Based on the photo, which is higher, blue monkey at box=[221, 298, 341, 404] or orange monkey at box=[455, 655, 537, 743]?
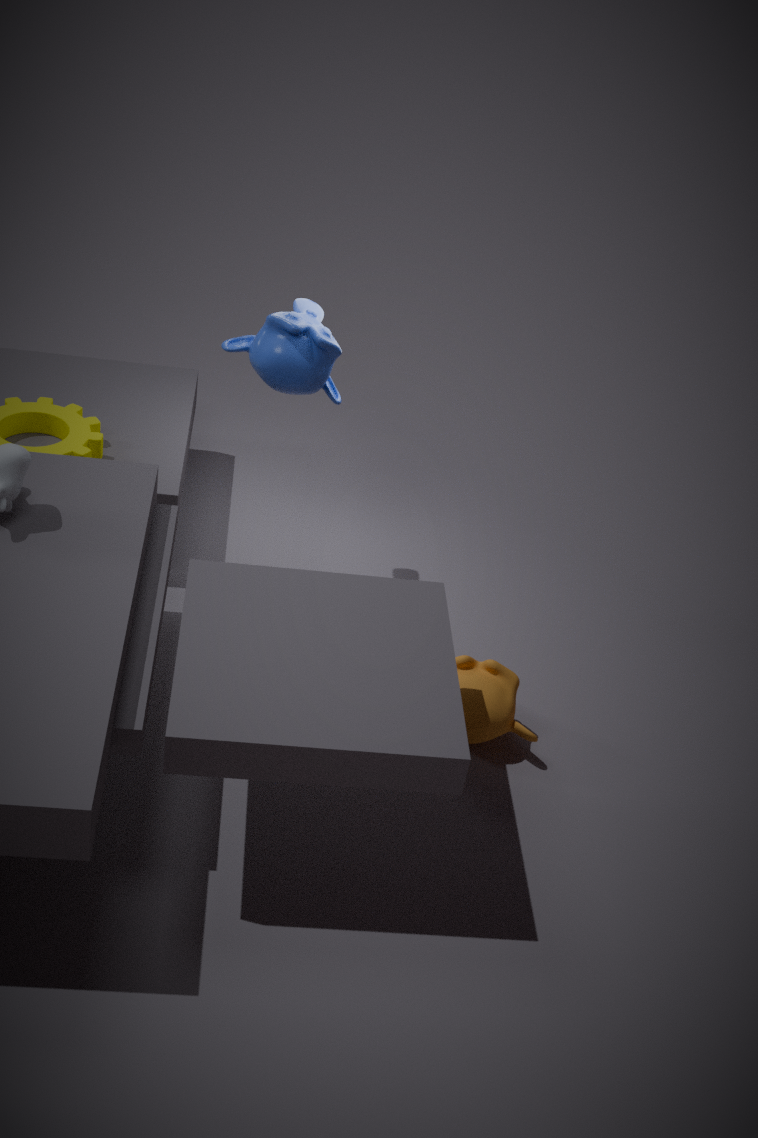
blue monkey at box=[221, 298, 341, 404]
